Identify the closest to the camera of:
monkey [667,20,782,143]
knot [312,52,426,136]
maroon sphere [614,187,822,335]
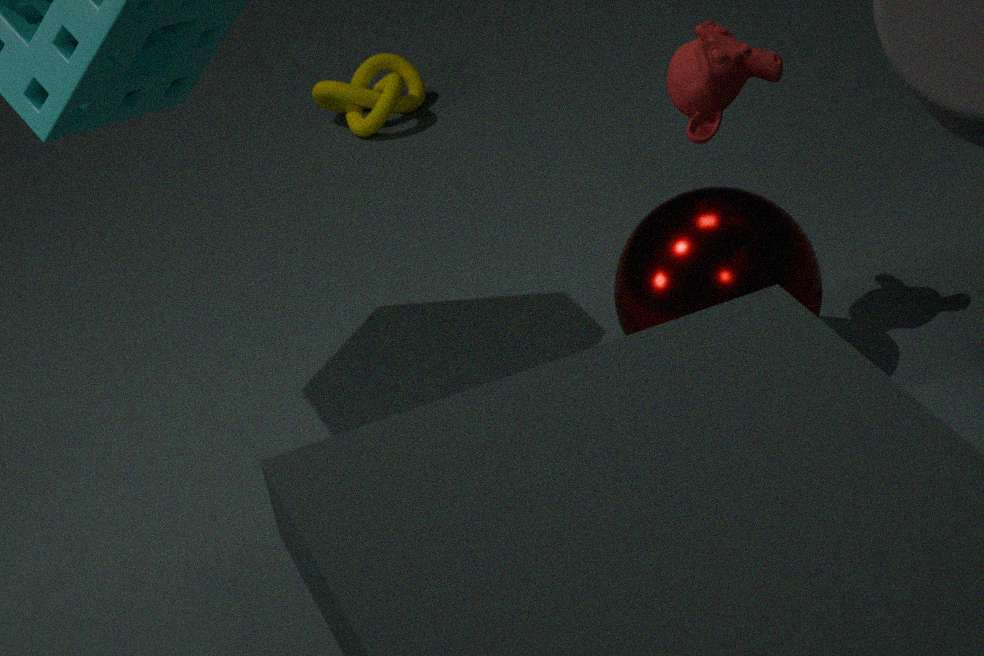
maroon sphere [614,187,822,335]
